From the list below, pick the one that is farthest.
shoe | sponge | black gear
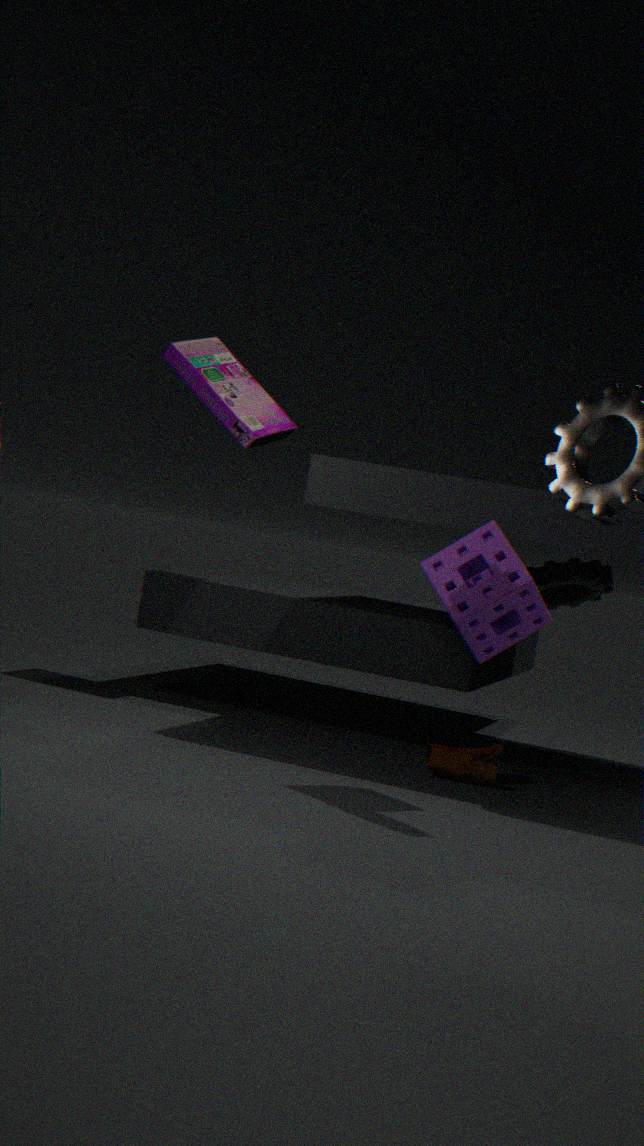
black gear
